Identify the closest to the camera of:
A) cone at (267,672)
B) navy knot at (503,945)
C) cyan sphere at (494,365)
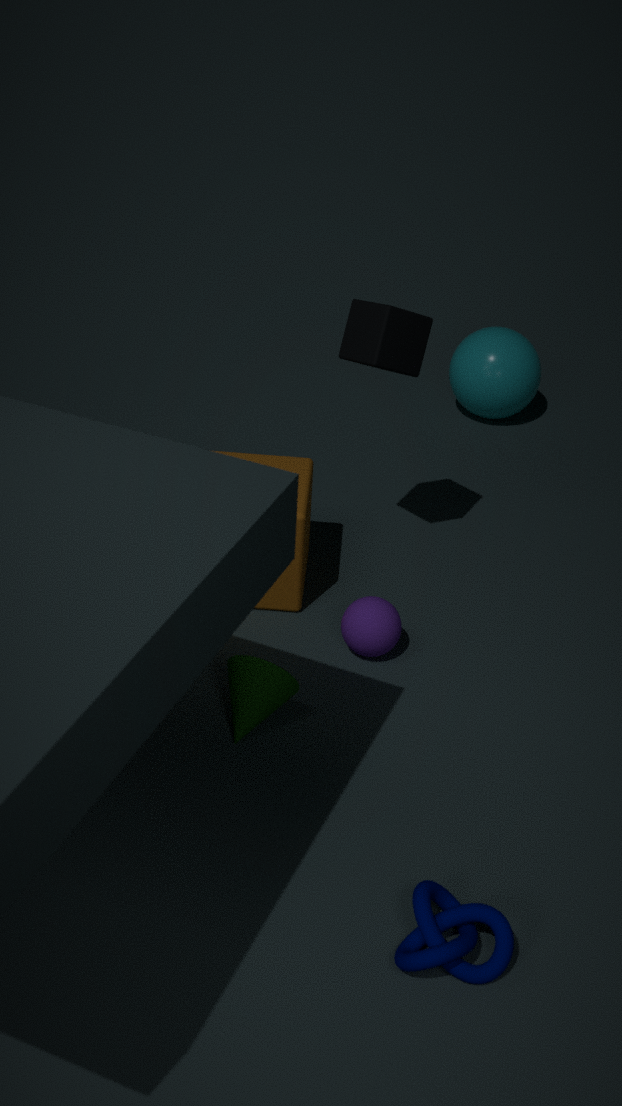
navy knot at (503,945)
